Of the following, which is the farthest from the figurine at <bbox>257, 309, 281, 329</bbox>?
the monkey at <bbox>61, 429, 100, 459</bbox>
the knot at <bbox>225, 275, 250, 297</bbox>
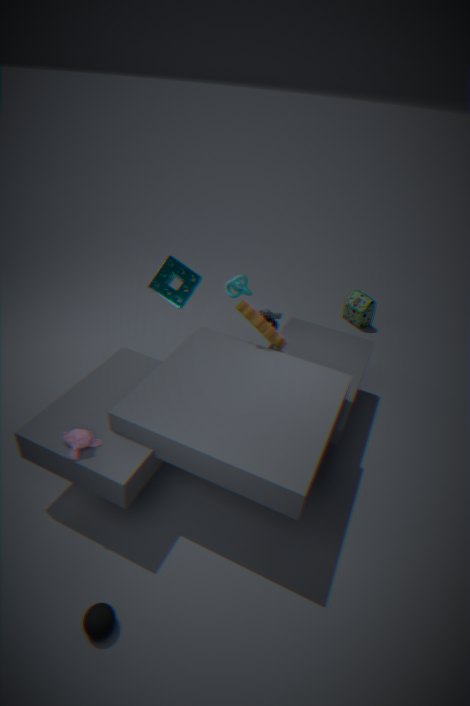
the monkey at <bbox>61, 429, 100, 459</bbox>
